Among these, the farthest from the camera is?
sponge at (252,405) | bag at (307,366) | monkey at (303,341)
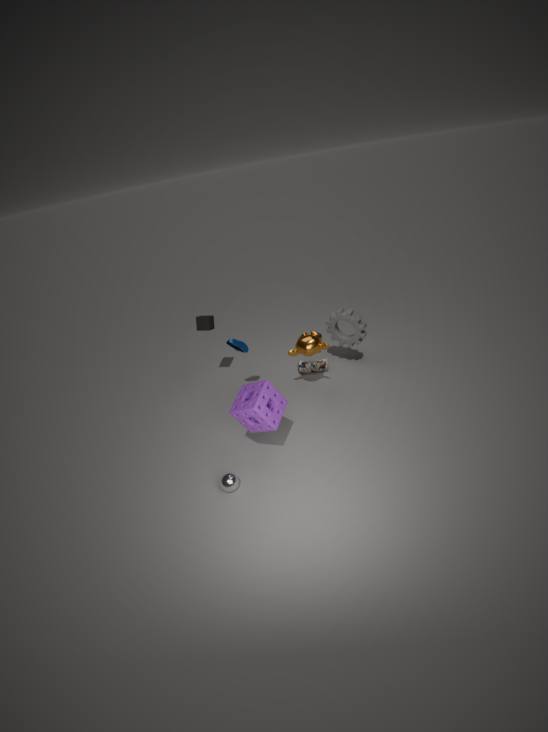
bag at (307,366)
